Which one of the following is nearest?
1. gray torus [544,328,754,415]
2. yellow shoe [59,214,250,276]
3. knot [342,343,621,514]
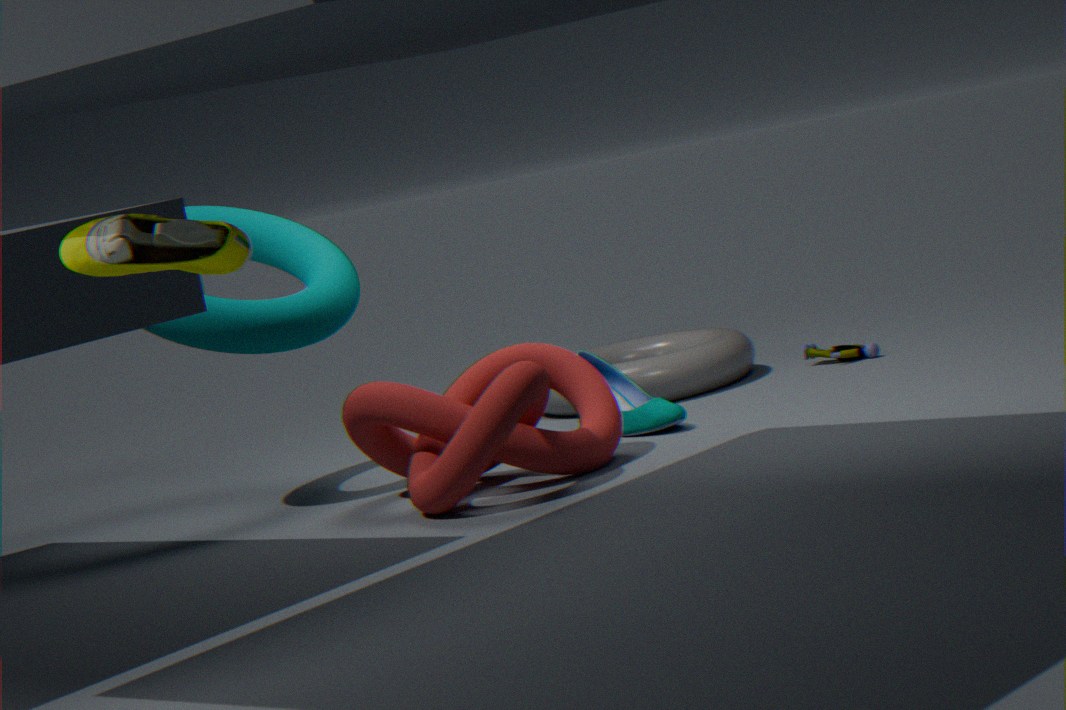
yellow shoe [59,214,250,276]
